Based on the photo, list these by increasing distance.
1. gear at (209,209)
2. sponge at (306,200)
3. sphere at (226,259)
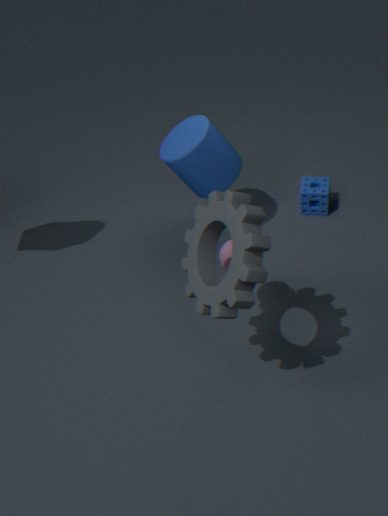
1. gear at (209,209)
2. sphere at (226,259)
3. sponge at (306,200)
